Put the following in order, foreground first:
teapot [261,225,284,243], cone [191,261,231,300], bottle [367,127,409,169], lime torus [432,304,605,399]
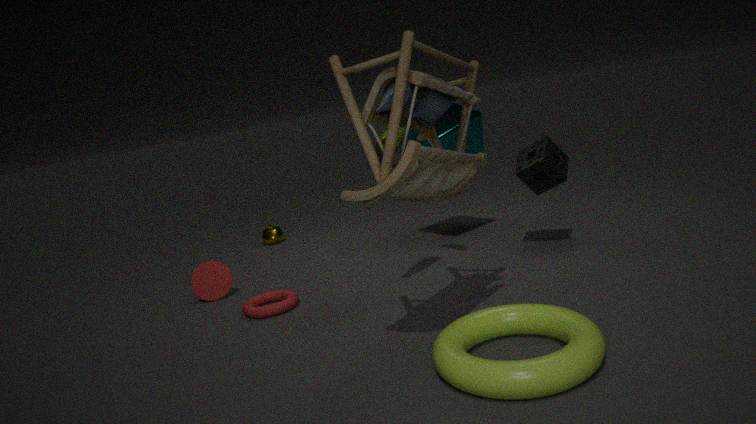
lime torus [432,304,605,399]
bottle [367,127,409,169]
cone [191,261,231,300]
teapot [261,225,284,243]
